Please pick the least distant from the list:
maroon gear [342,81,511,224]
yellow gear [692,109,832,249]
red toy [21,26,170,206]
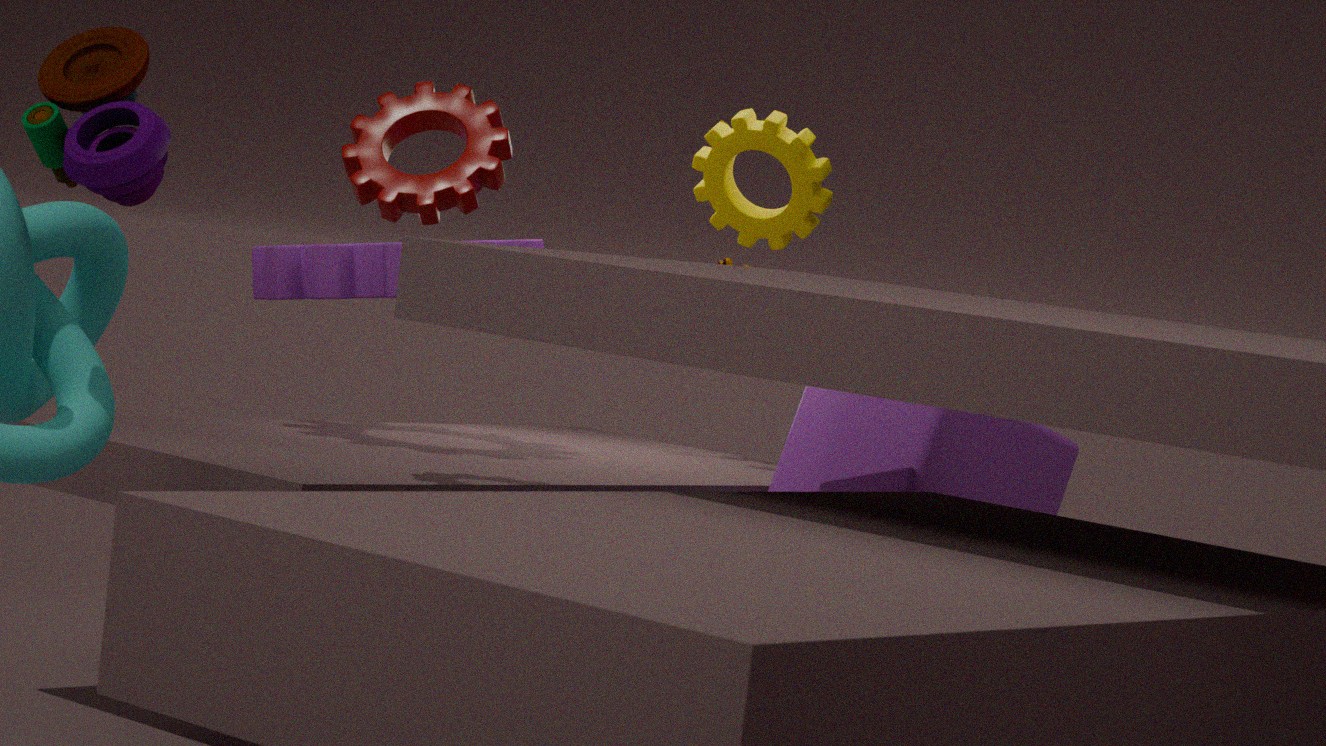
red toy [21,26,170,206]
